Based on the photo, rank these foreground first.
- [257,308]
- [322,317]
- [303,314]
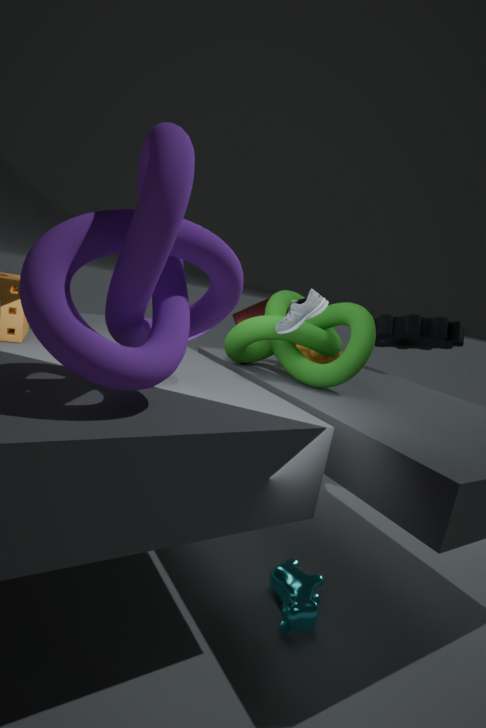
[303,314]
[322,317]
[257,308]
